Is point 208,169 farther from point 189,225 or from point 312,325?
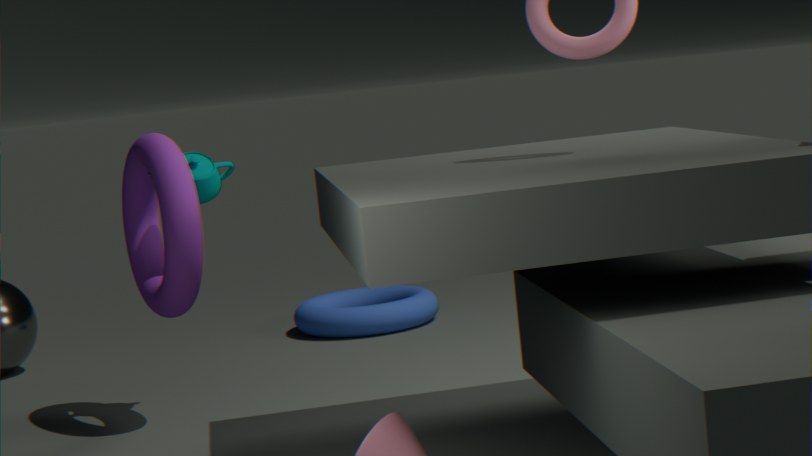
point 312,325
